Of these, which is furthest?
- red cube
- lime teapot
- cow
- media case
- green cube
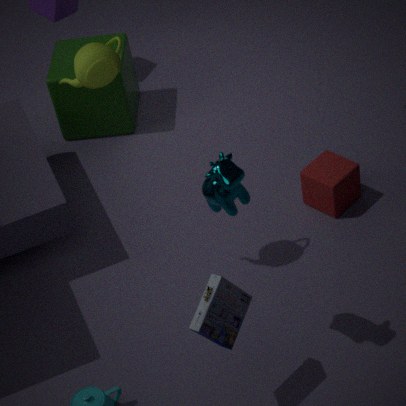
green cube
